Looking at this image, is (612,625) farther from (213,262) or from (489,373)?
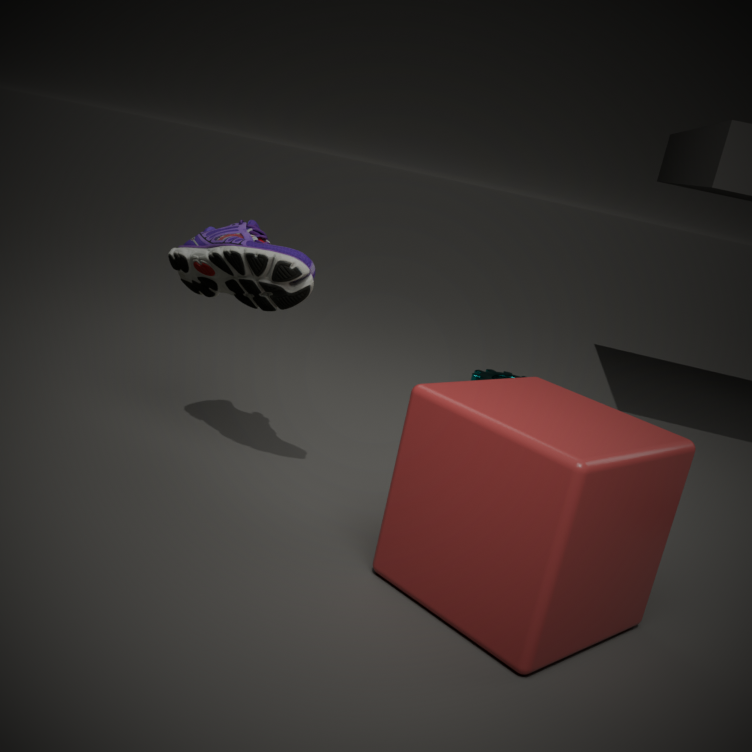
(489,373)
